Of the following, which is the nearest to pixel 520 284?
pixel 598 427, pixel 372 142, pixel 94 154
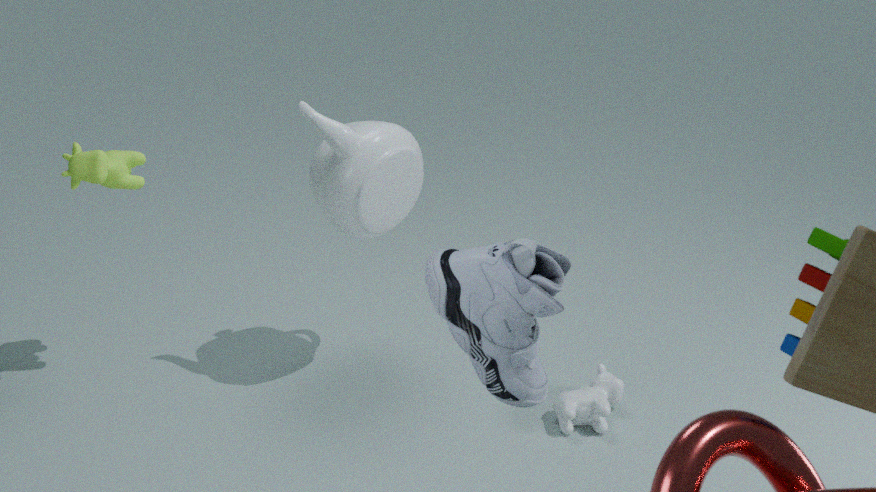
pixel 372 142
